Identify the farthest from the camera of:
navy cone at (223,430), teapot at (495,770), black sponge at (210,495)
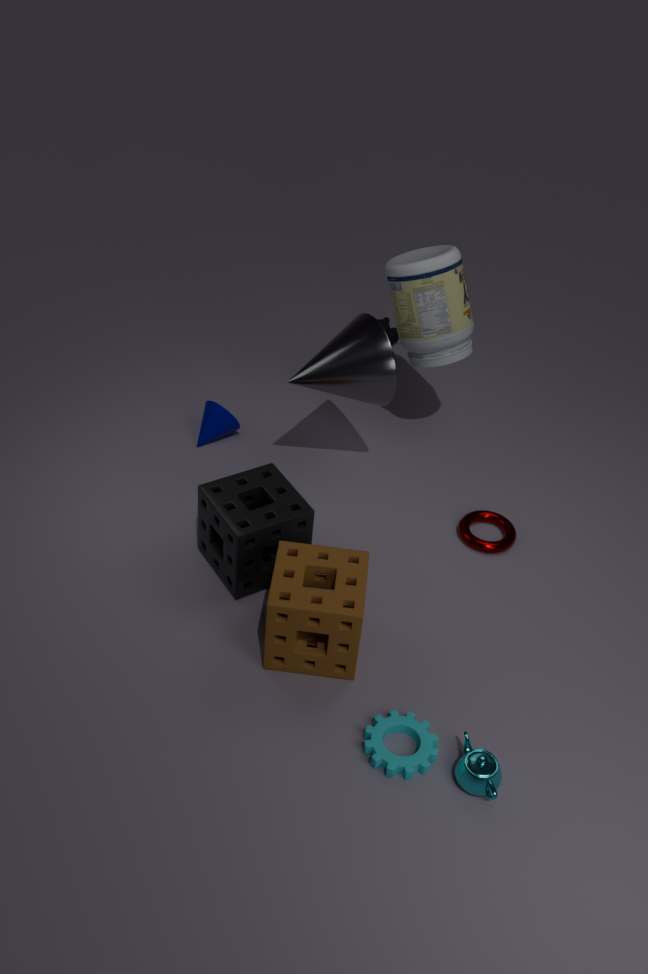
navy cone at (223,430)
